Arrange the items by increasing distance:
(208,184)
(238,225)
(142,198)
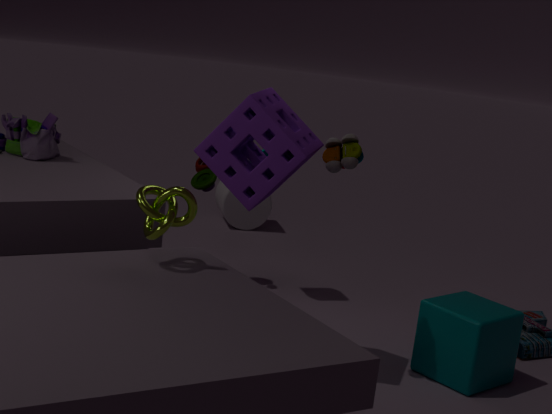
(142,198), (208,184), (238,225)
